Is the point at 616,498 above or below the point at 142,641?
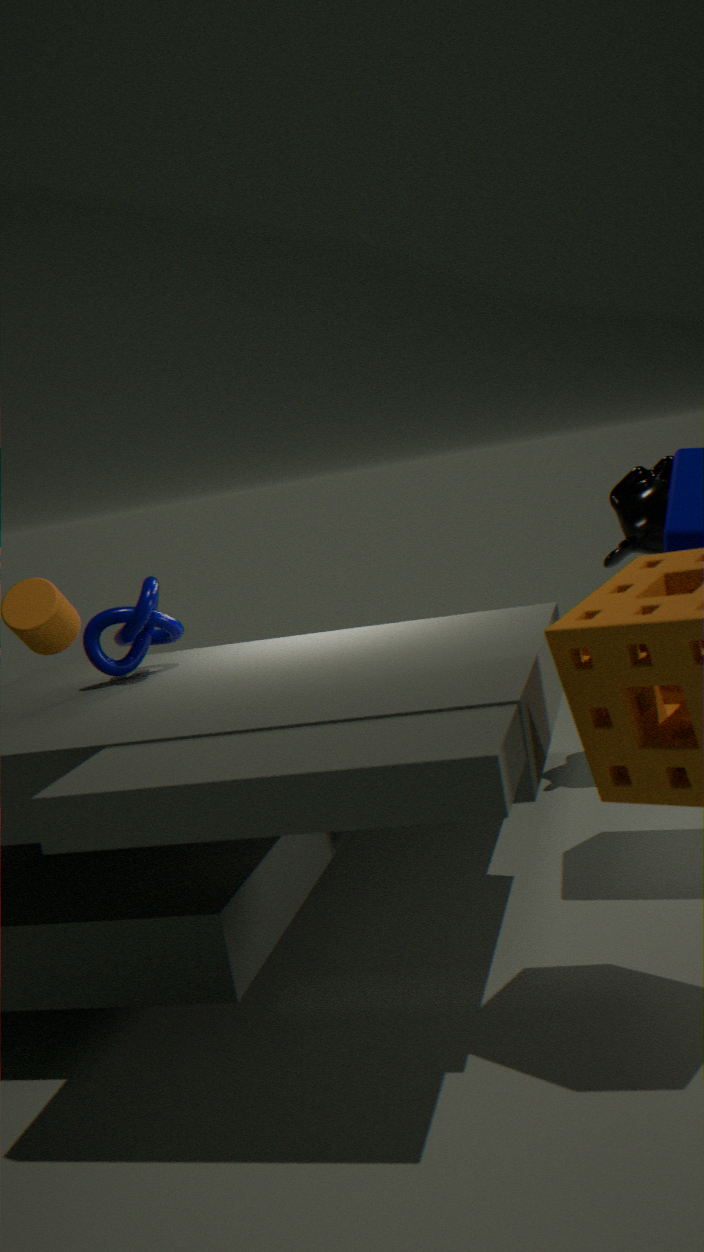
below
